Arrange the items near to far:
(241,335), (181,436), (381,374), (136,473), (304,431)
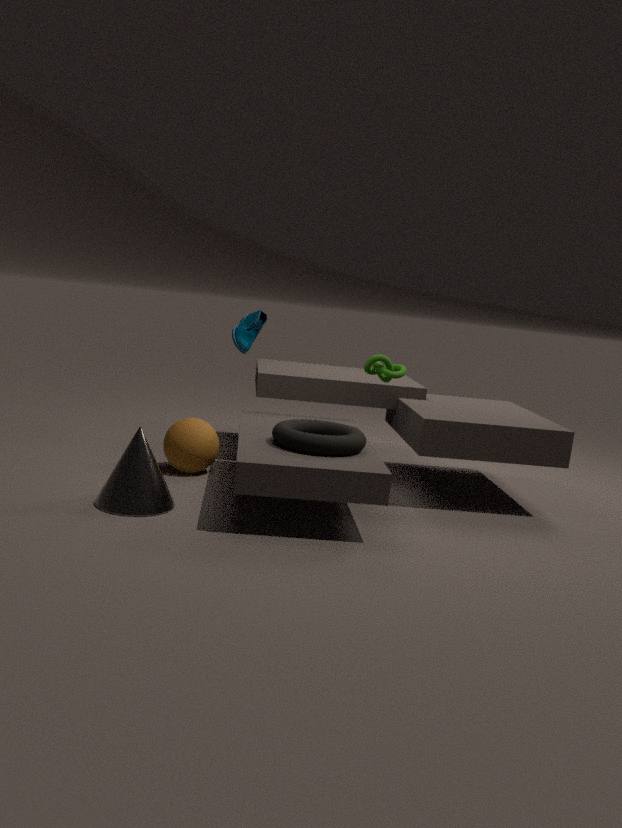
1. (136,473)
2. (304,431)
3. (181,436)
4. (381,374)
5. (241,335)
